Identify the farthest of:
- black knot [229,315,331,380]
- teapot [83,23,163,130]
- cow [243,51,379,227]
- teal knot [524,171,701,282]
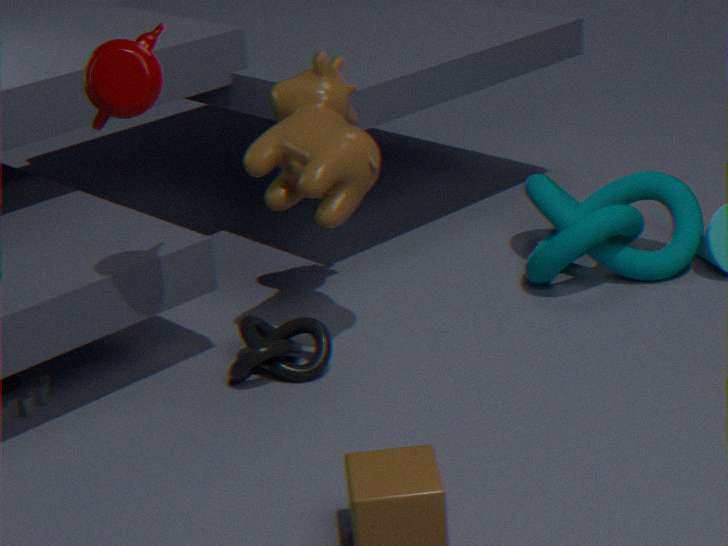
teal knot [524,171,701,282]
